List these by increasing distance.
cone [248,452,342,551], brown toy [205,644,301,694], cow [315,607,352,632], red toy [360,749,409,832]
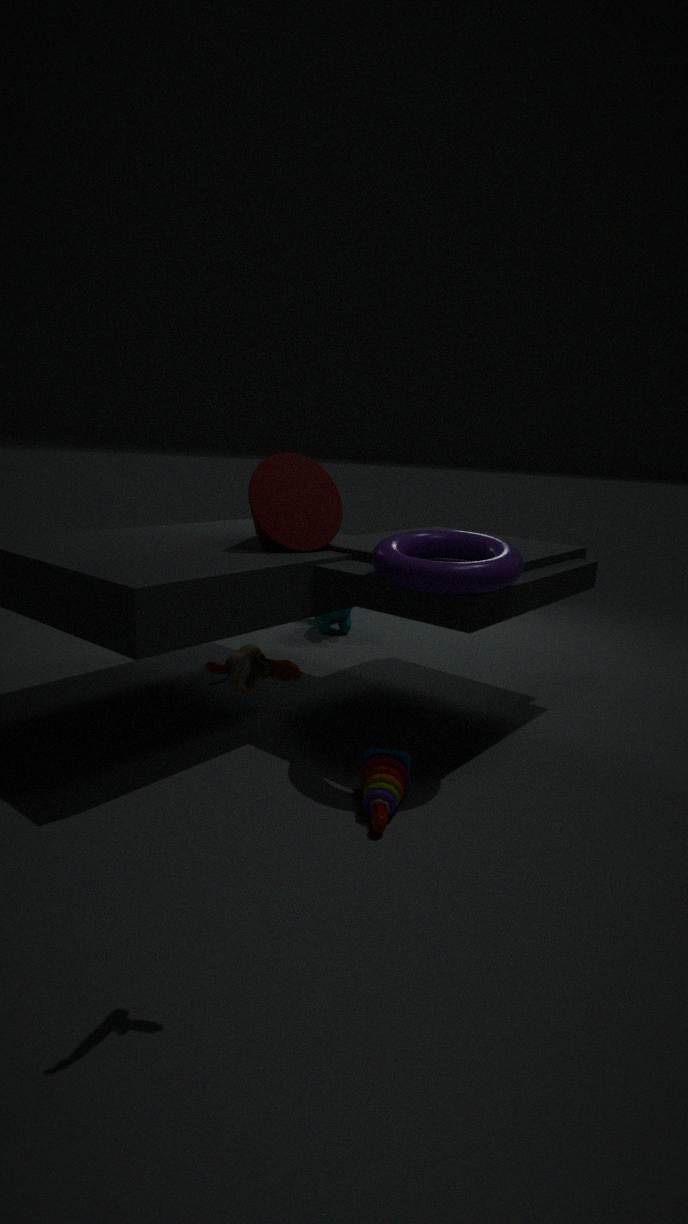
1. brown toy [205,644,301,694]
2. red toy [360,749,409,832]
3. cone [248,452,342,551]
4. cow [315,607,352,632]
